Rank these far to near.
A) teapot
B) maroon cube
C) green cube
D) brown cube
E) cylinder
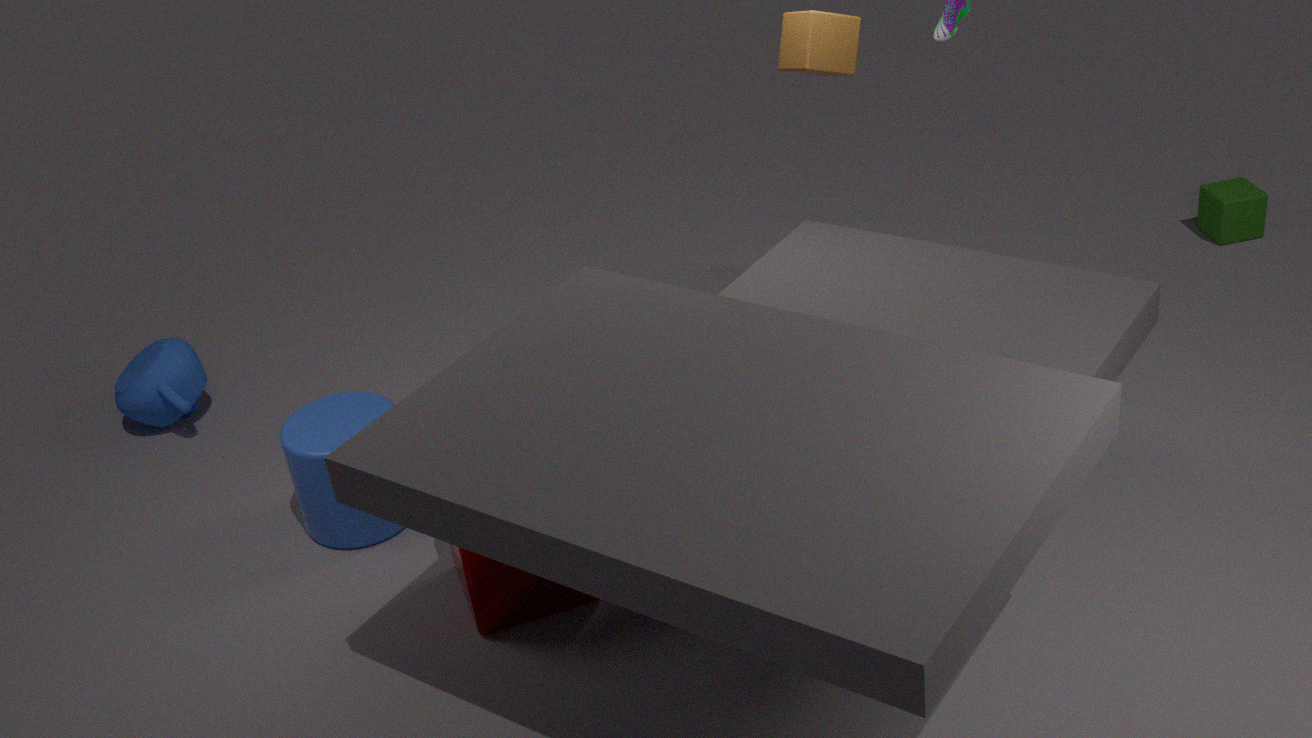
green cube → teapot → brown cube → cylinder → maroon cube
